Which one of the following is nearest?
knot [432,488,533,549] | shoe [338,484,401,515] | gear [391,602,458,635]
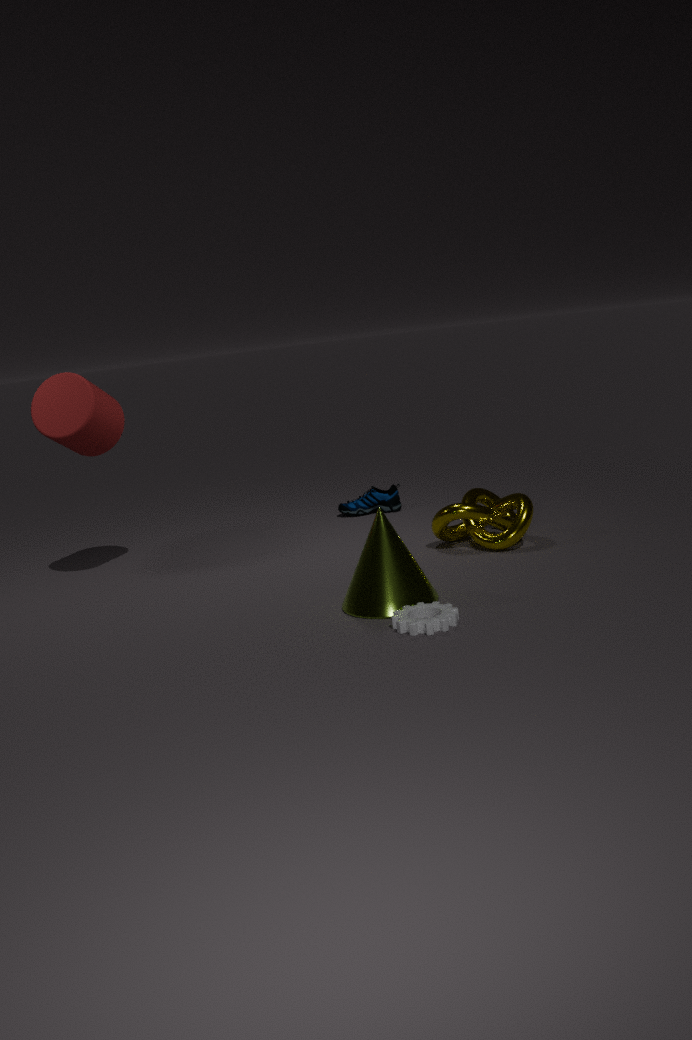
gear [391,602,458,635]
